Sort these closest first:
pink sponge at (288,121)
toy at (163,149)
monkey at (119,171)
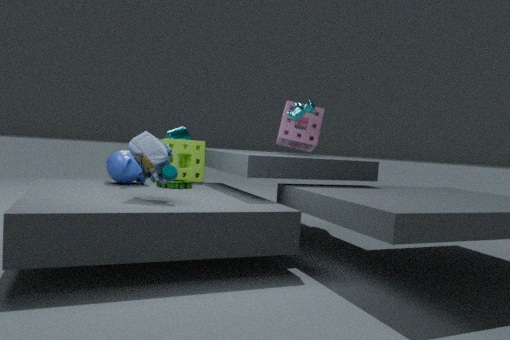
1. toy at (163,149)
2. monkey at (119,171)
3. pink sponge at (288,121)
